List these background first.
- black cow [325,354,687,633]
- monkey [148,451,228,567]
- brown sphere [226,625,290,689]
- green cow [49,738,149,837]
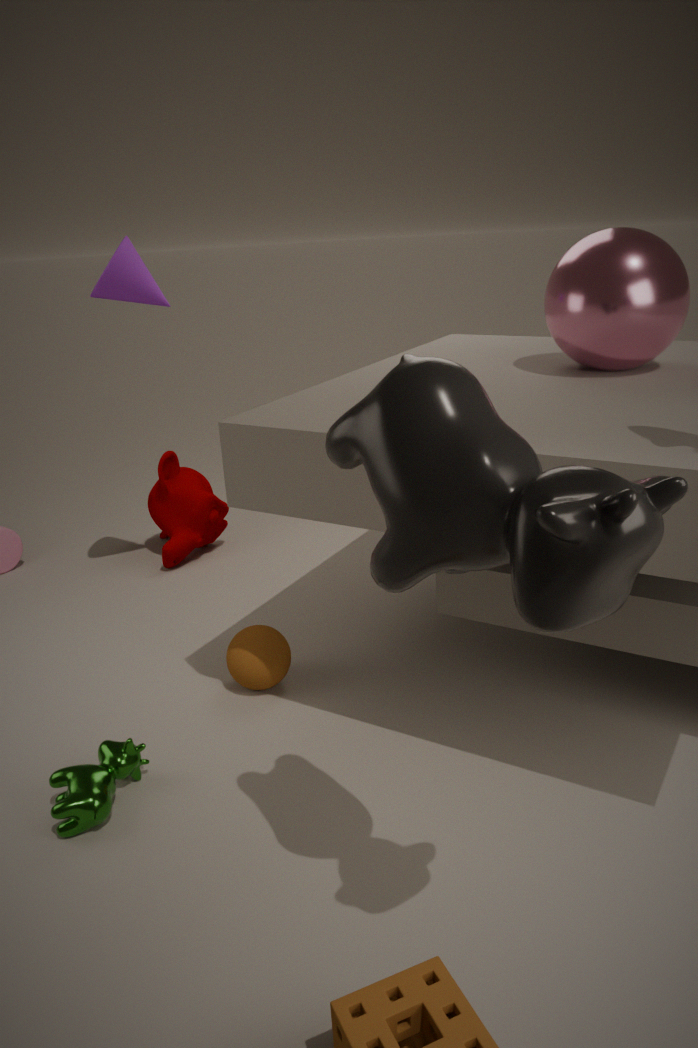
monkey [148,451,228,567], brown sphere [226,625,290,689], green cow [49,738,149,837], black cow [325,354,687,633]
